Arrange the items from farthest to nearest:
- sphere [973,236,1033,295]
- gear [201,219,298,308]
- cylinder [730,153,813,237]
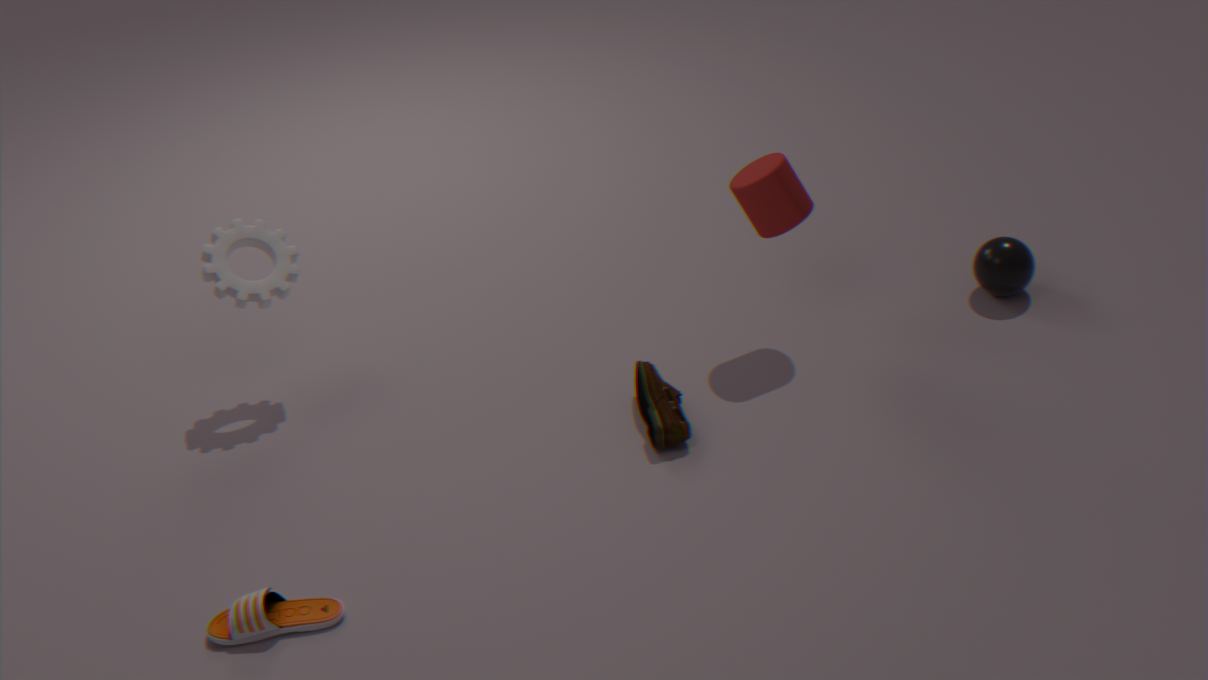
sphere [973,236,1033,295] → gear [201,219,298,308] → cylinder [730,153,813,237]
